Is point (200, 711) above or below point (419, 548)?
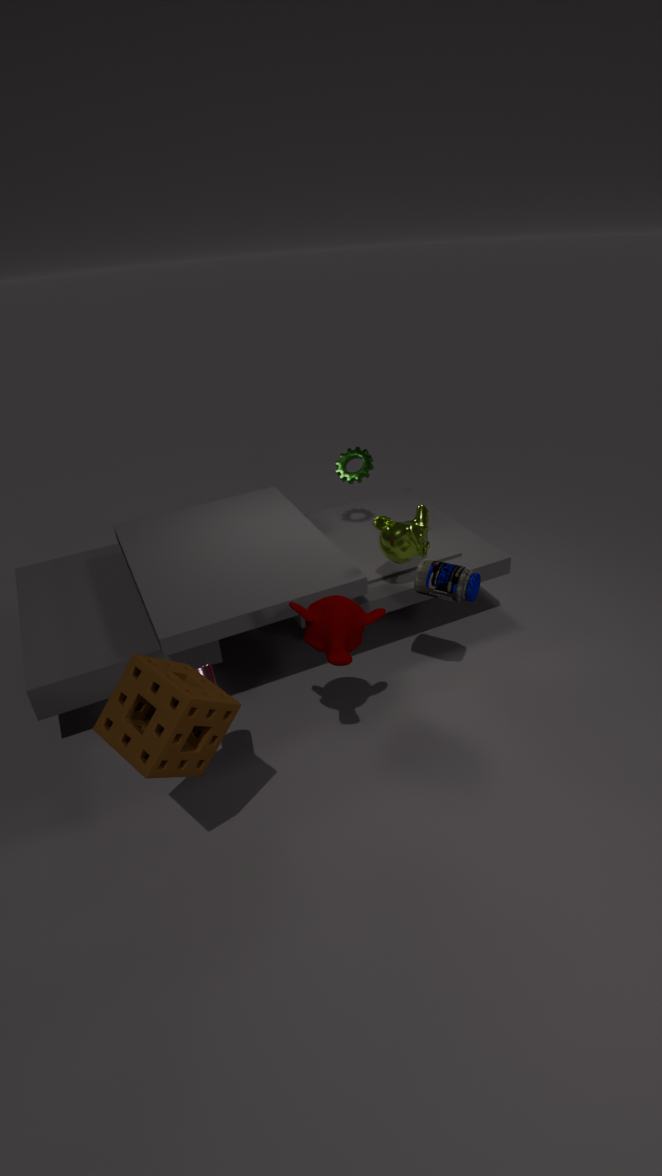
above
